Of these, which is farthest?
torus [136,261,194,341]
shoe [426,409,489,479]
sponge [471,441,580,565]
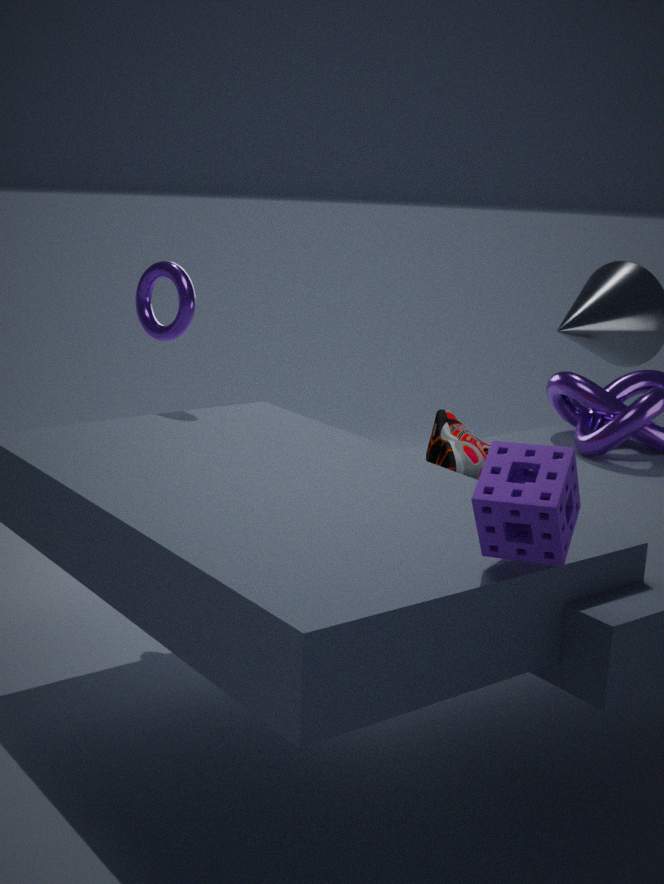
torus [136,261,194,341]
